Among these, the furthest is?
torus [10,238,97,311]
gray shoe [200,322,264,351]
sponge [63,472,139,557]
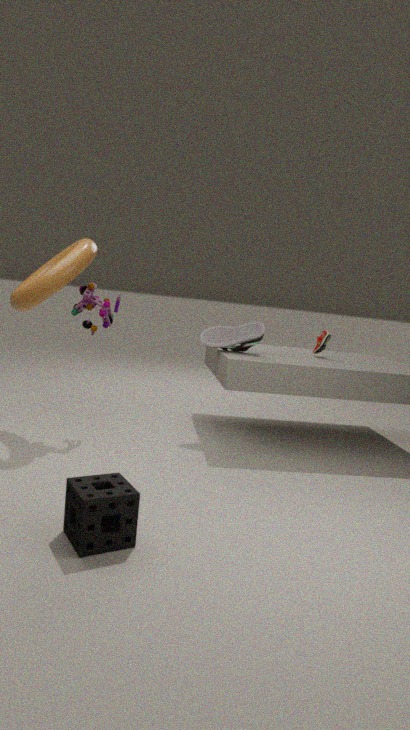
gray shoe [200,322,264,351]
